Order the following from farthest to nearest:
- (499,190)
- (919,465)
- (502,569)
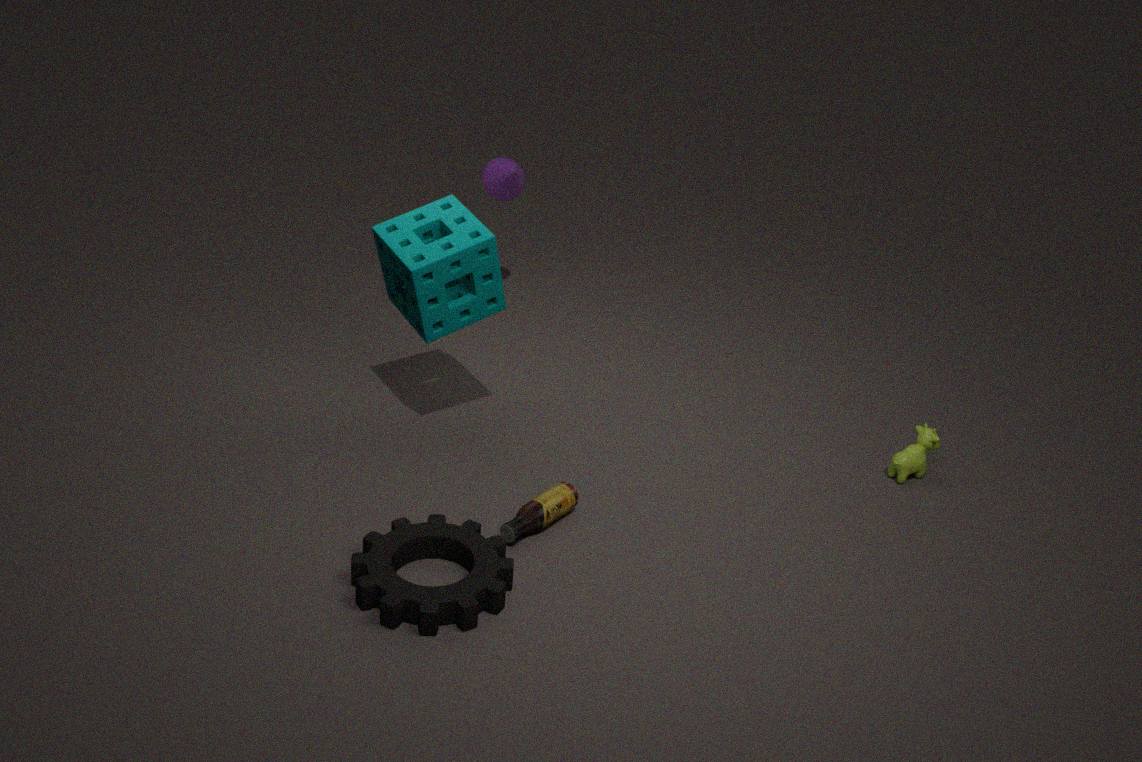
(499,190) → (919,465) → (502,569)
